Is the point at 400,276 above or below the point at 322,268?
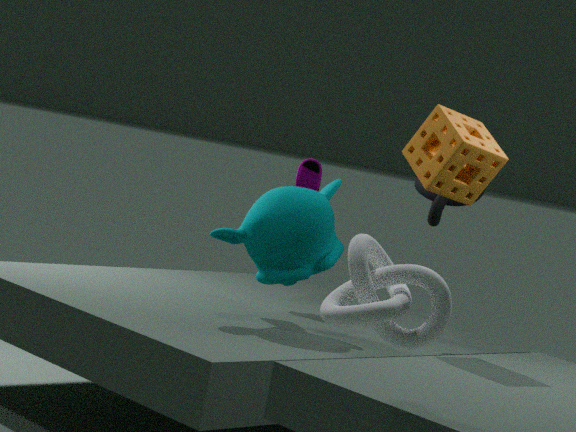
above
